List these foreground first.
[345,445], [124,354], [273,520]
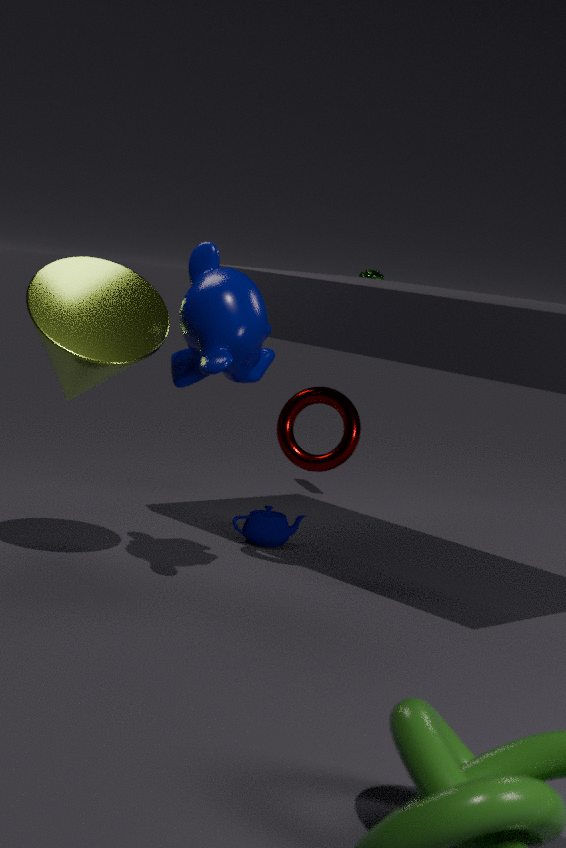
[124,354], [345,445], [273,520]
